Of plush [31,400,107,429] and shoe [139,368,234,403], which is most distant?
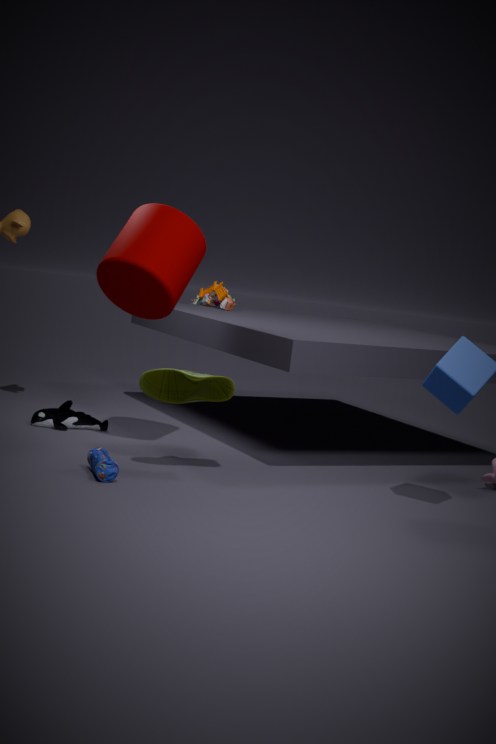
plush [31,400,107,429]
